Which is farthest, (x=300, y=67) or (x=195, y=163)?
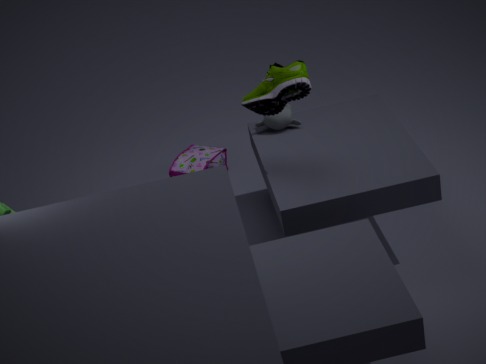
(x=195, y=163)
